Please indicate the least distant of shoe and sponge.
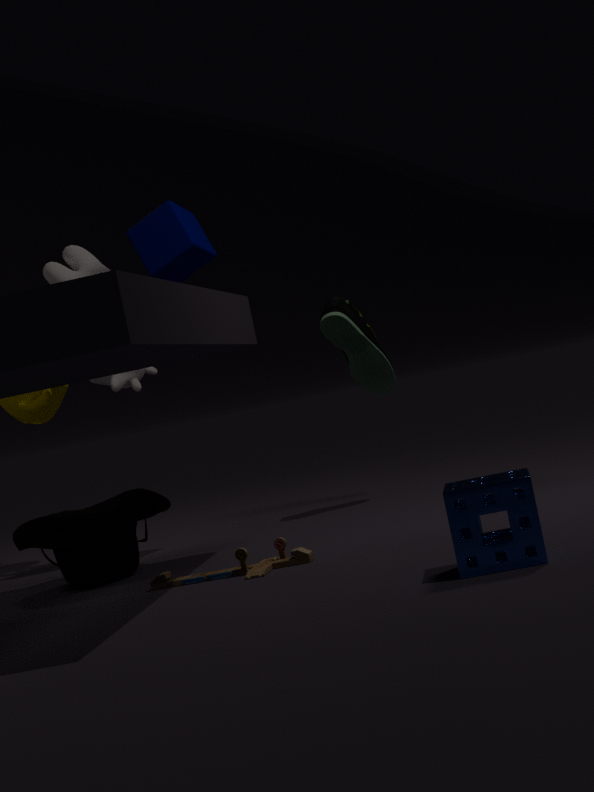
sponge
